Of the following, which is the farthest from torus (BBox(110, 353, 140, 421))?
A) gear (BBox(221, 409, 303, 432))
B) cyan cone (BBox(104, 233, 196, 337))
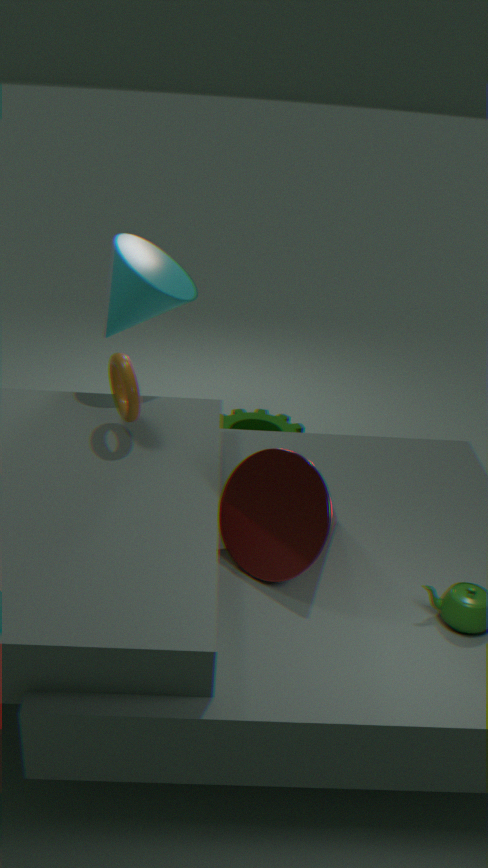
gear (BBox(221, 409, 303, 432))
